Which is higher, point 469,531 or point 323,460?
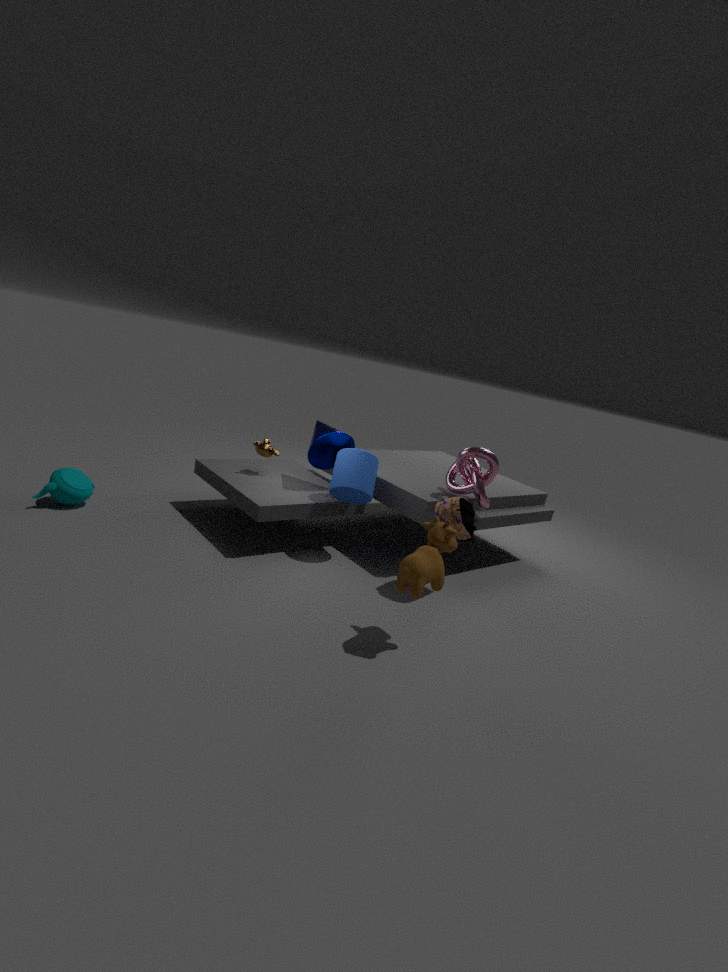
point 323,460
